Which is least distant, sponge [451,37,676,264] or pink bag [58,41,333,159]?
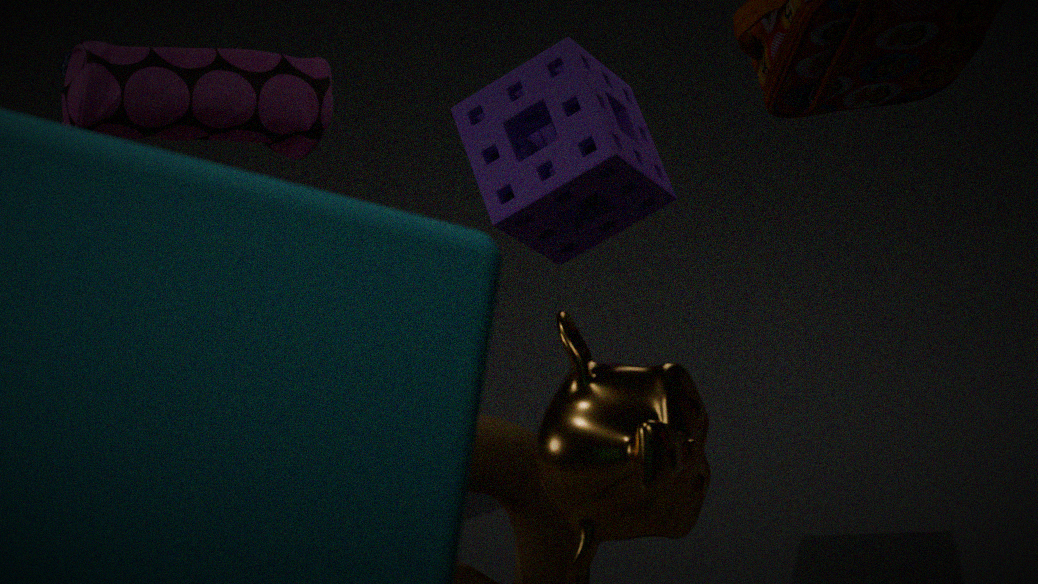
sponge [451,37,676,264]
